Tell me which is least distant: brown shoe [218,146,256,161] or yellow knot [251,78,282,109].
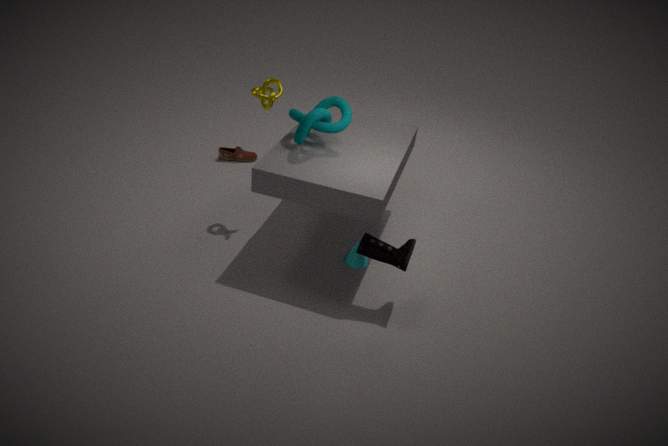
yellow knot [251,78,282,109]
